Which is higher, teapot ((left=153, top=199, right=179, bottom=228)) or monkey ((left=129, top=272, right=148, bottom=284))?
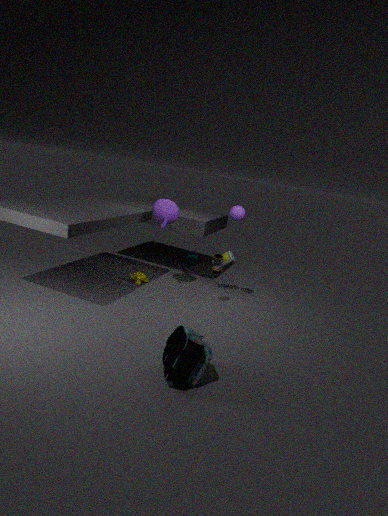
teapot ((left=153, top=199, right=179, bottom=228))
